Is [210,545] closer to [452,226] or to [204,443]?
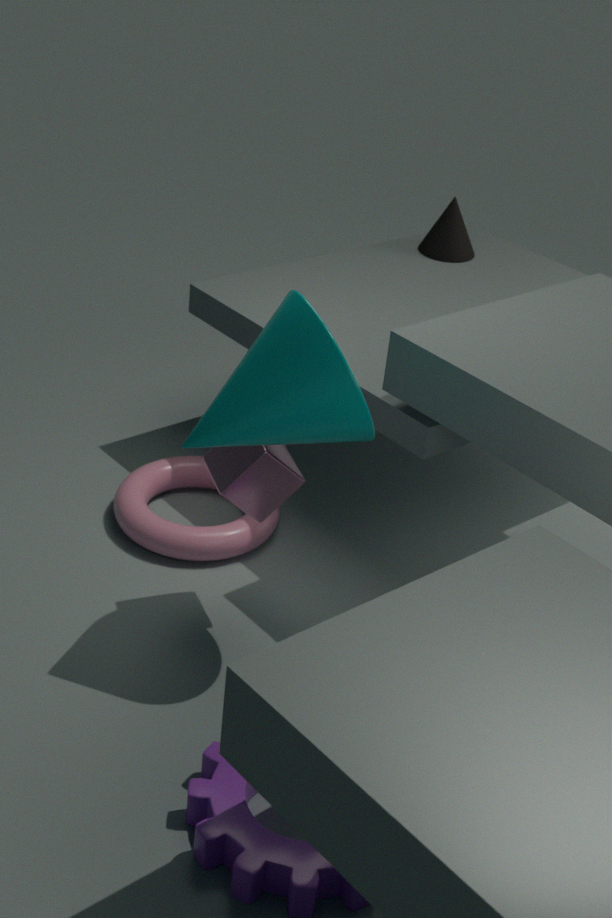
[204,443]
